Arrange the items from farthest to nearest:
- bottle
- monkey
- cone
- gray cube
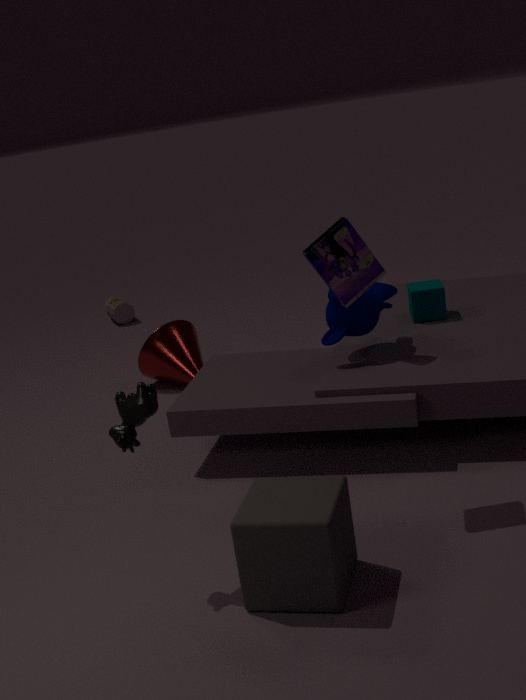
1. bottle
2. cone
3. monkey
4. gray cube
